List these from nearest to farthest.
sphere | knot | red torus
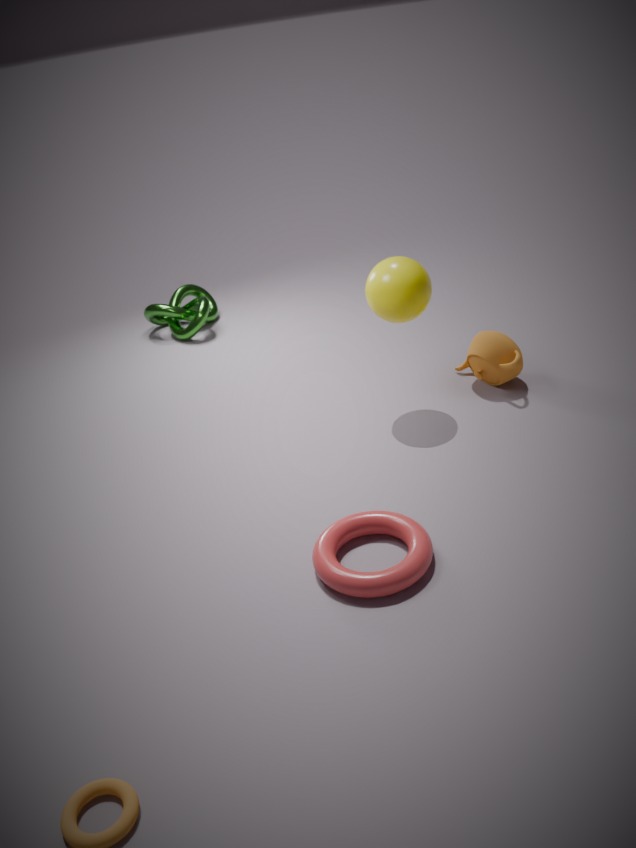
1. red torus
2. sphere
3. knot
